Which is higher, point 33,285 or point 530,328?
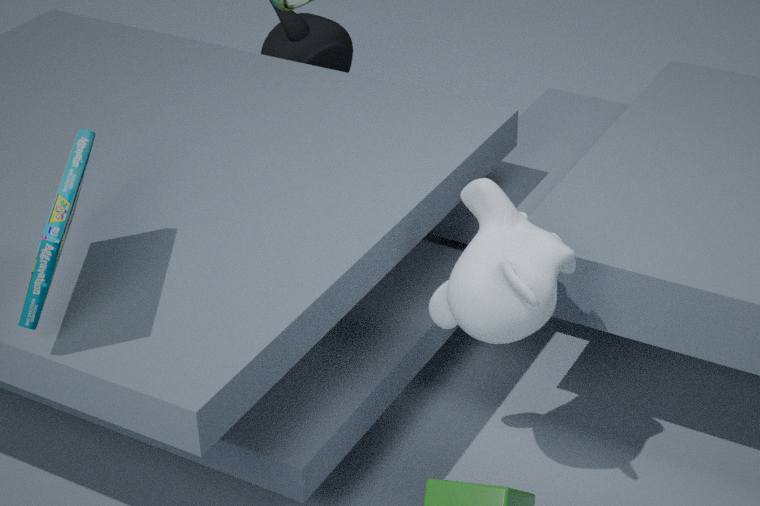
point 33,285
